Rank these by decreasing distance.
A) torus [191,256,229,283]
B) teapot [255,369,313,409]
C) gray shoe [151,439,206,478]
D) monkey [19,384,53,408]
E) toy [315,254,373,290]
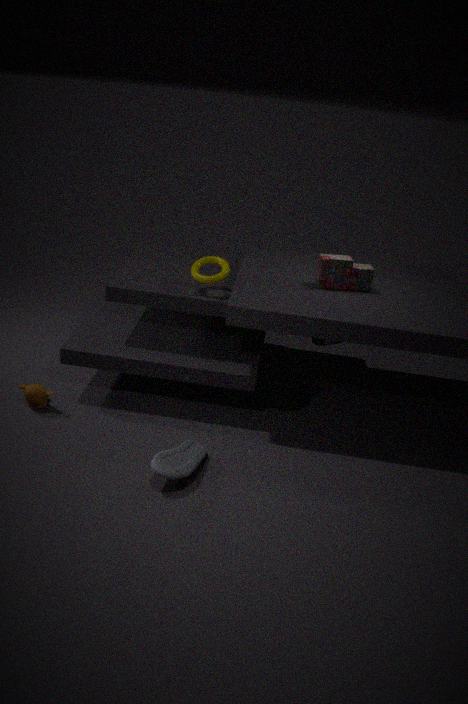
teapot [255,369,313,409] < toy [315,254,373,290] < torus [191,256,229,283] < monkey [19,384,53,408] < gray shoe [151,439,206,478]
